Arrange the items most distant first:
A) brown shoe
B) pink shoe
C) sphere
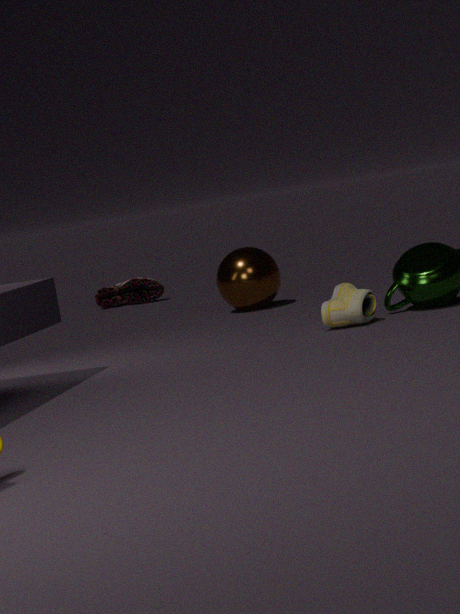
pink shoe
sphere
brown shoe
